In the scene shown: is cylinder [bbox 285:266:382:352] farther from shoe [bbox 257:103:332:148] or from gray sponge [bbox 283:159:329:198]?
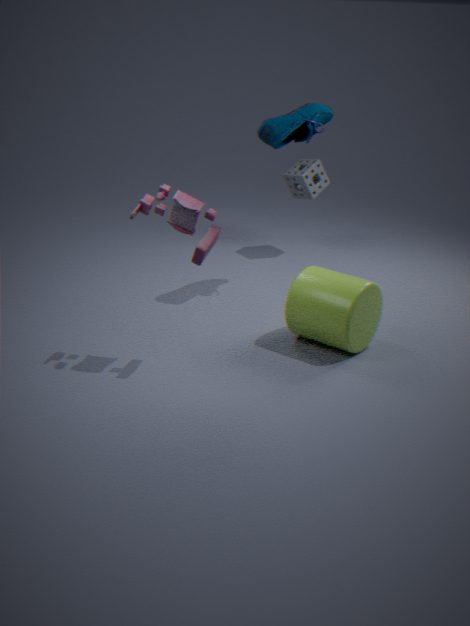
gray sponge [bbox 283:159:329:198]
